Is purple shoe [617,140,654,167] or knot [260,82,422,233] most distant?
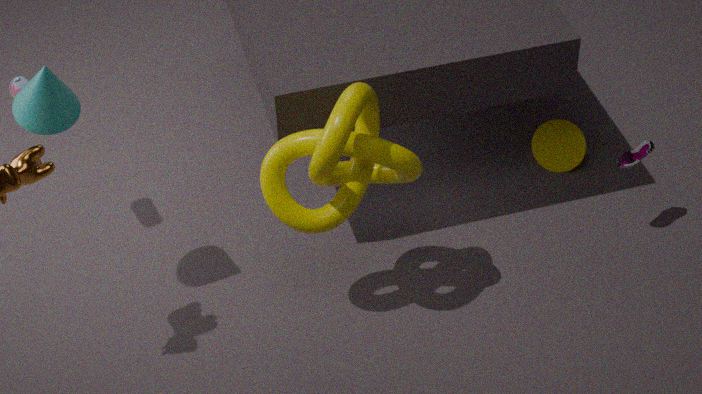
purple shoe [617,140,654,167]
